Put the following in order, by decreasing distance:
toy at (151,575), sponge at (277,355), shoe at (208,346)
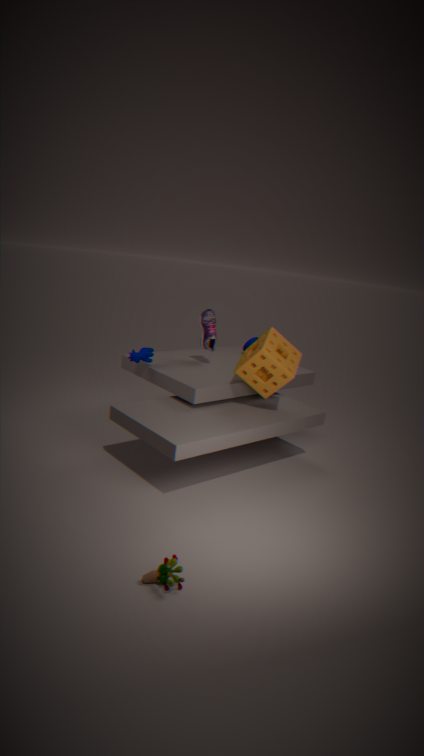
shoe at (208,346)
sponge at (277,355)
toy at (151,575)
